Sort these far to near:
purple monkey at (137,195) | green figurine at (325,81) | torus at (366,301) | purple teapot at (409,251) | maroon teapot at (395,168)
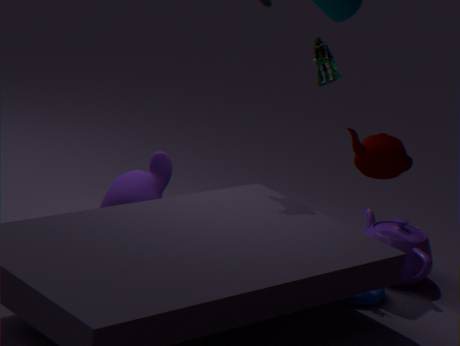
green figurine at (325,81)
purple teapot at (409,251)
purple monkey at (137,195)
torus at (366,301)
maroon teapot at (395,168)
